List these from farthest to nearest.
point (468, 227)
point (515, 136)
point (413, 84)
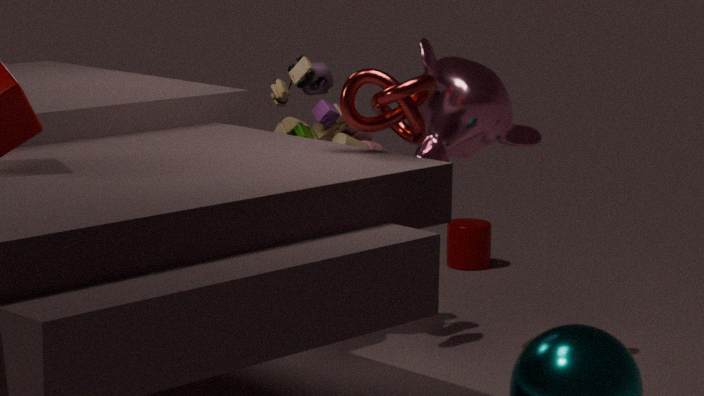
1. point (468, 227)
2. point (515, 136)
3. point (413, 84)
